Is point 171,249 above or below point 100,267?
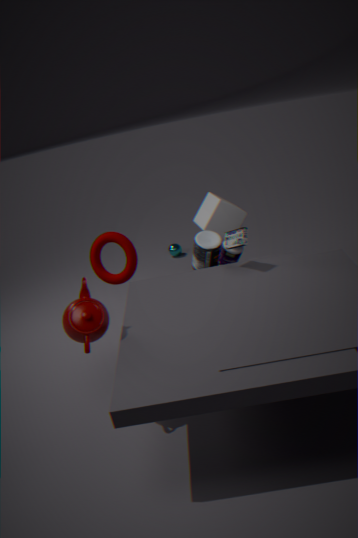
below
